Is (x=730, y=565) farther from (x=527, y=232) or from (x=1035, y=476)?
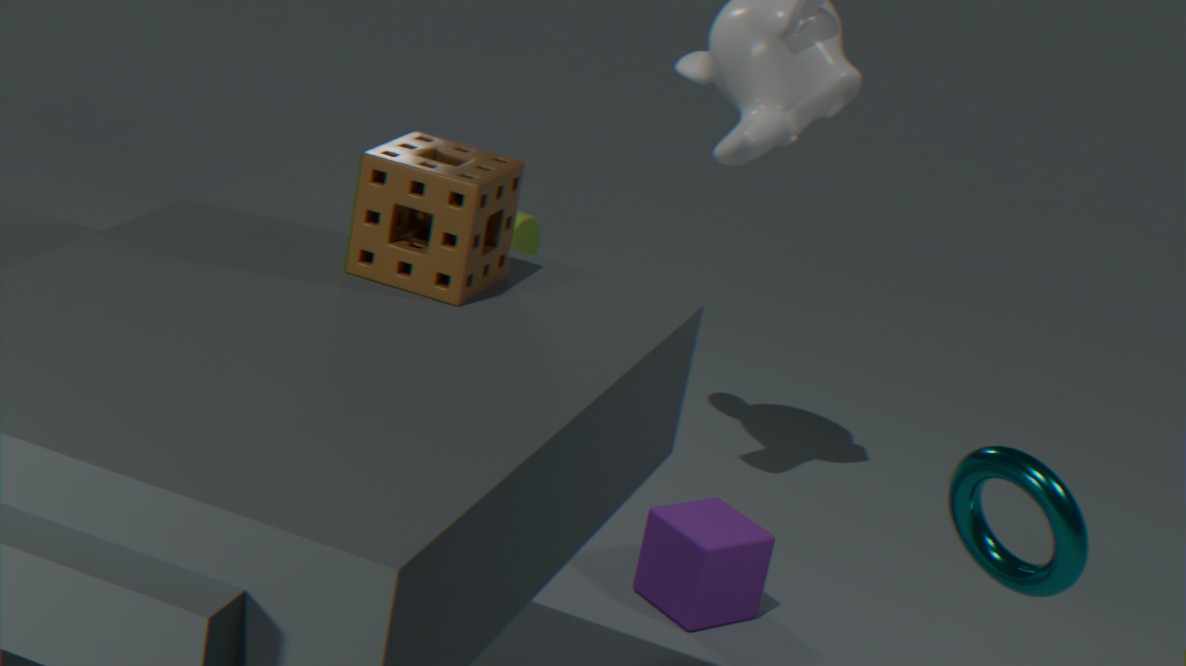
(x=527, y=232)
